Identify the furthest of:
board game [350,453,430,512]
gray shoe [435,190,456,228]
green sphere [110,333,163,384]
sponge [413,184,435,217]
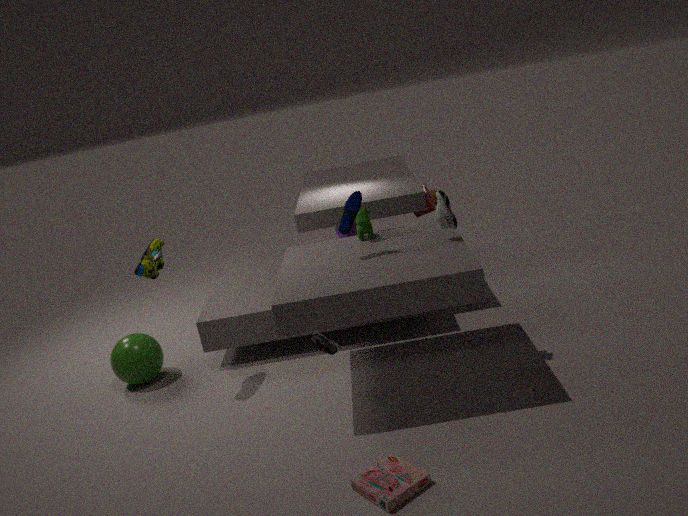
sponge [413,184,435,217]
